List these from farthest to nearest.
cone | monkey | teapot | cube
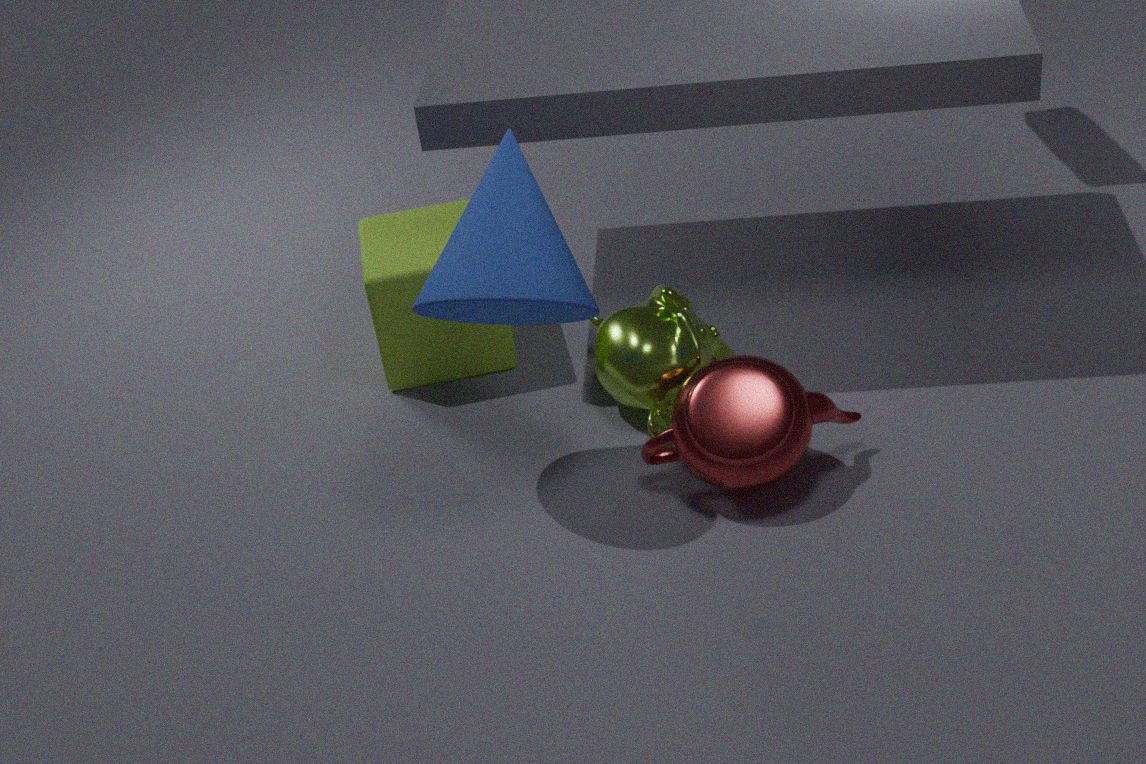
cube, monkey, teapot, cone
